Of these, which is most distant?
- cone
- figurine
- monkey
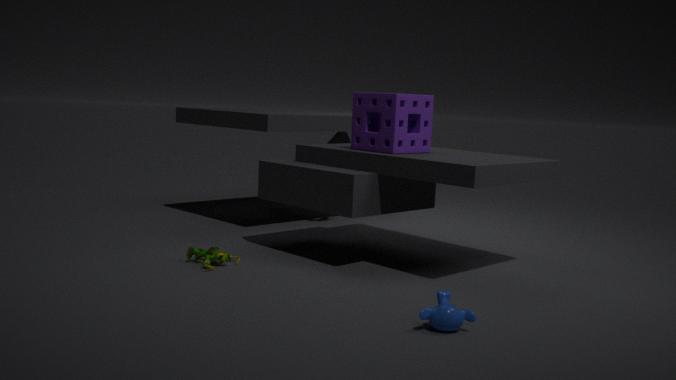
cone
